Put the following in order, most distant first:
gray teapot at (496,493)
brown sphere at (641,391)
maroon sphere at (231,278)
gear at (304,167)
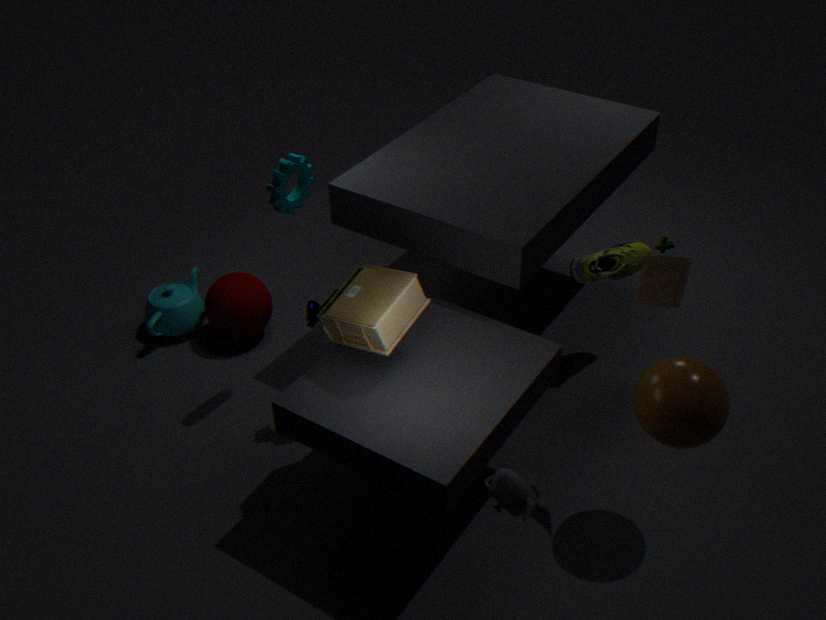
1. maroon sphere at (231,278)
2. gear at (304,167)
3. brown sphere at (641,391)
4. gray teapot at (496,493)
